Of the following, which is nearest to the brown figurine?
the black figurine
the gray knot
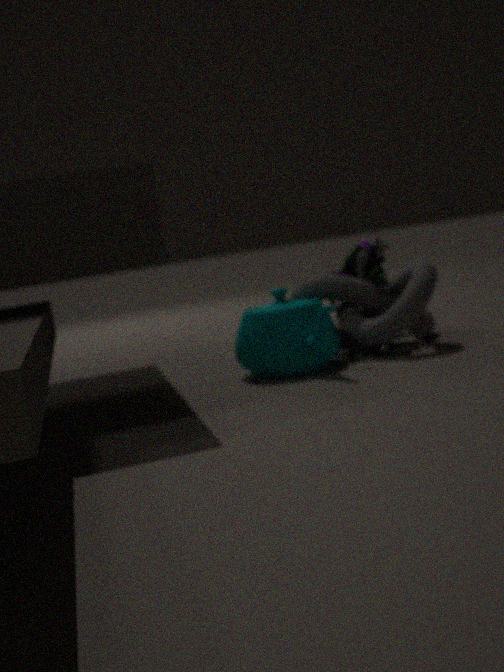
the gray knot
